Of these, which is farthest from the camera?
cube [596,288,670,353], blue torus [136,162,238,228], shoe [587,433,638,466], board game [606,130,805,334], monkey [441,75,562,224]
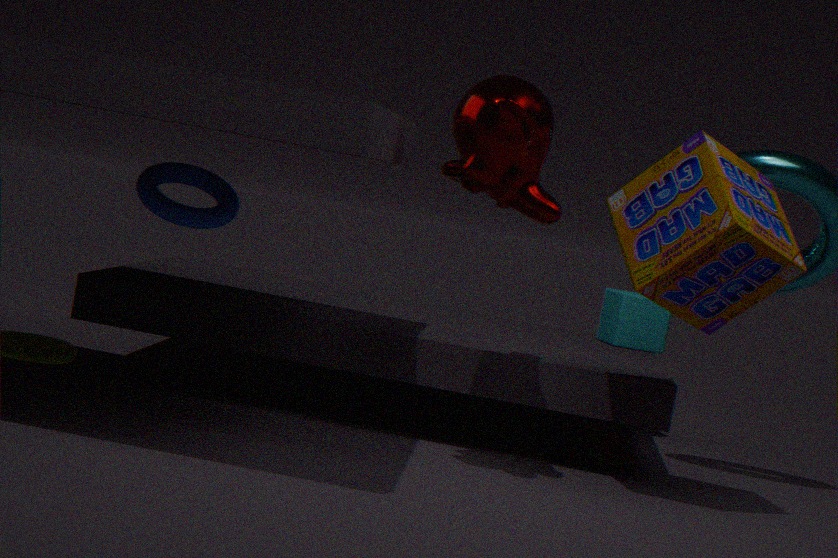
cube [596,288,670,353]
